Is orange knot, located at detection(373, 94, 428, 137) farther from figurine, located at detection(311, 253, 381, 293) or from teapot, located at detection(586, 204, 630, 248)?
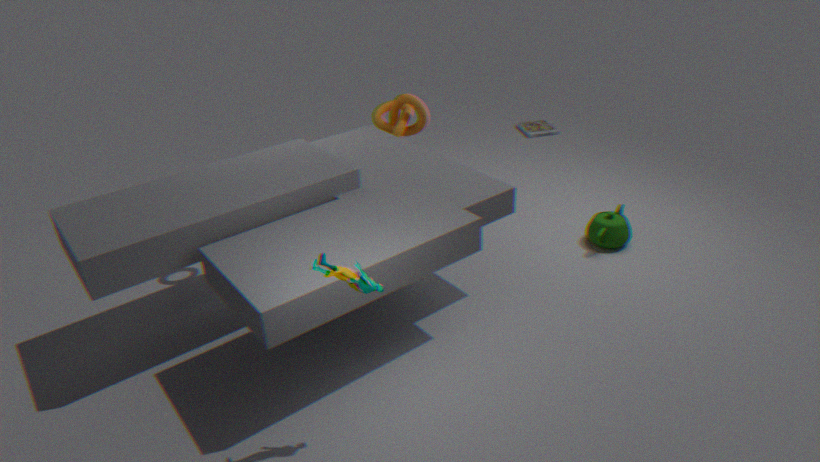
figurine, located at detection(311, 253, 381, 293)
